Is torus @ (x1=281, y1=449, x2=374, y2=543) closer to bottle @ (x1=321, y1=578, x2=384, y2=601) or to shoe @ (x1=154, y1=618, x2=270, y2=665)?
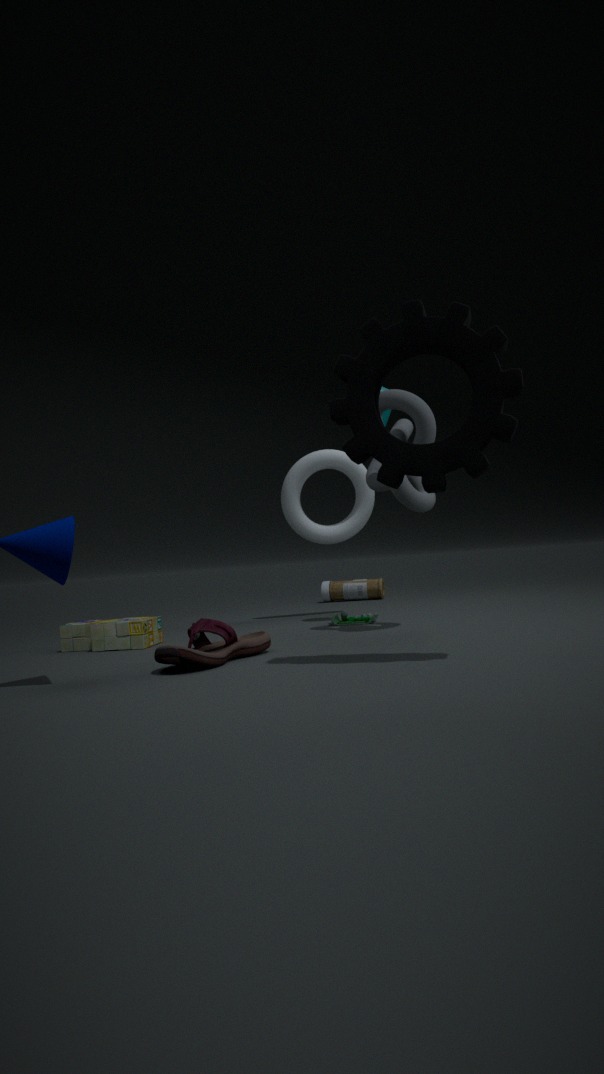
bottle @ (x1=321, y1=578, x2=384, y2=601)
